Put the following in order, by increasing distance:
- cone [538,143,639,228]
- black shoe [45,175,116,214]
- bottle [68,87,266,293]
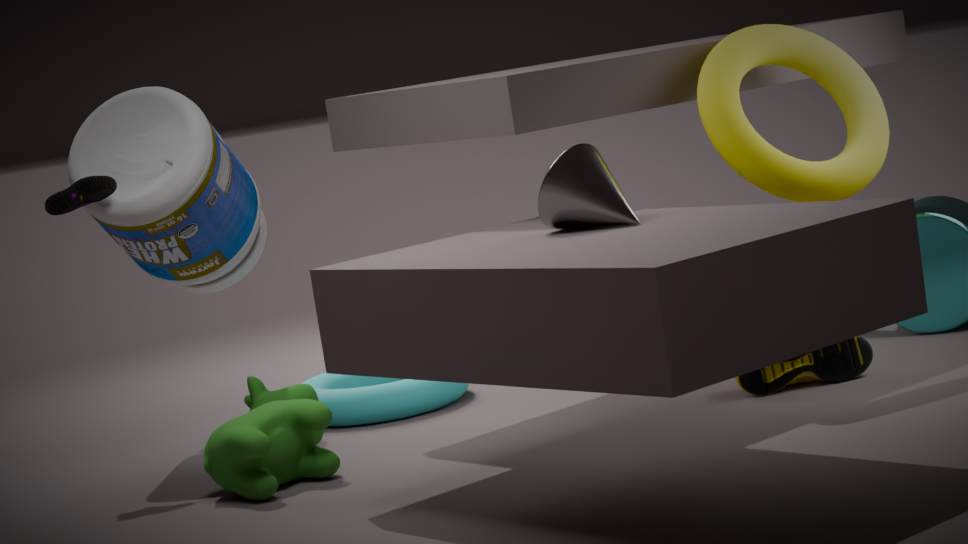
cone [538,143,639,228]
black shoe [45,175,116,214]
bottle [68,87,266,293]
